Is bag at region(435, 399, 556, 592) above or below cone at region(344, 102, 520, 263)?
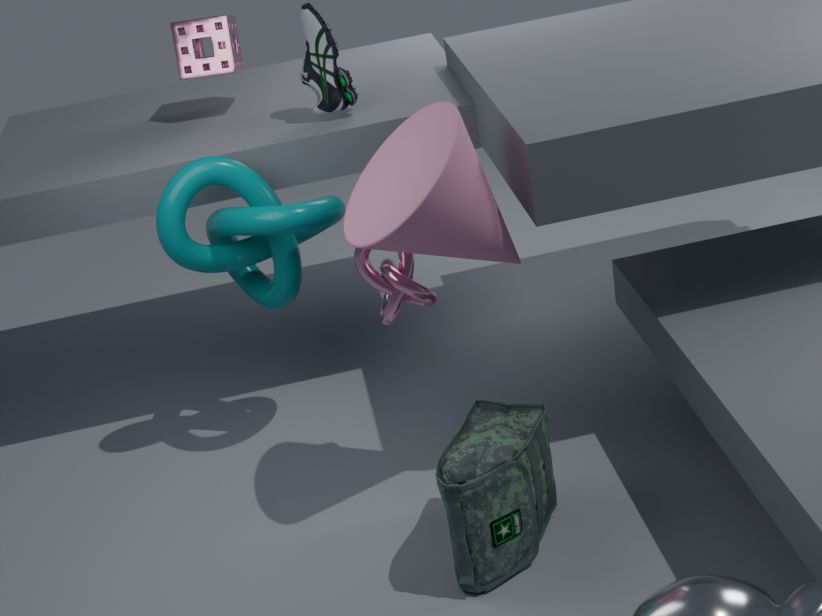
below
